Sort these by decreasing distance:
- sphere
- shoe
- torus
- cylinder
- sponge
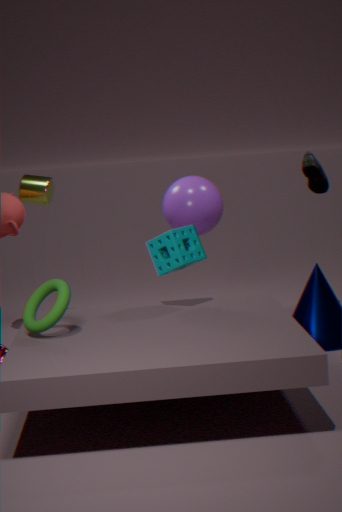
1. cylinder
2. shoe
3. sphere
4. sponge
5. torus
